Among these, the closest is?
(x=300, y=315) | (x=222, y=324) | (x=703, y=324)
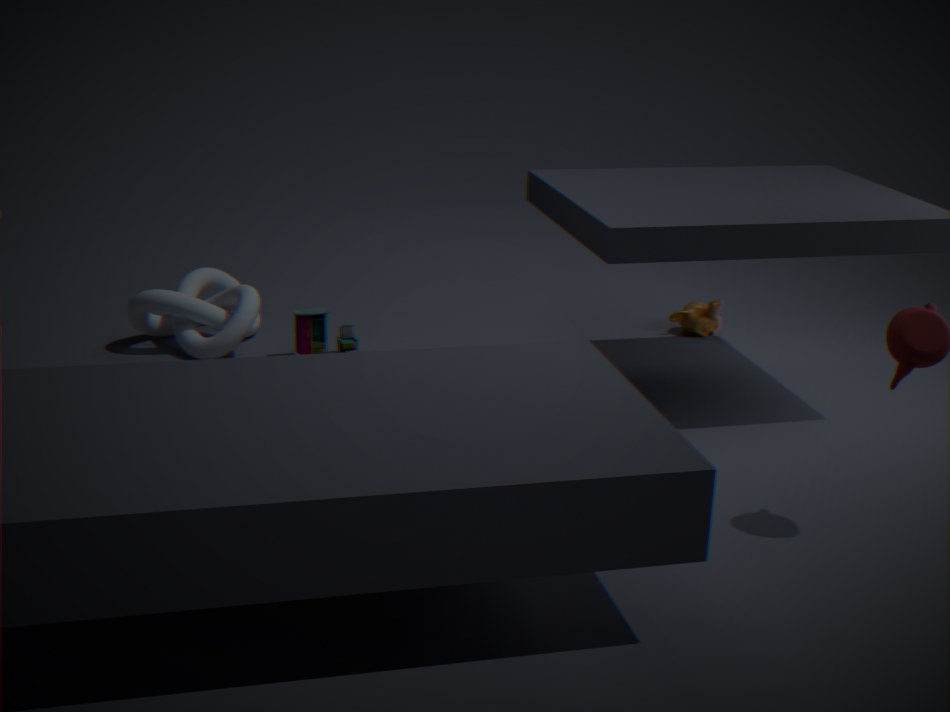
(x=300, y=315)
